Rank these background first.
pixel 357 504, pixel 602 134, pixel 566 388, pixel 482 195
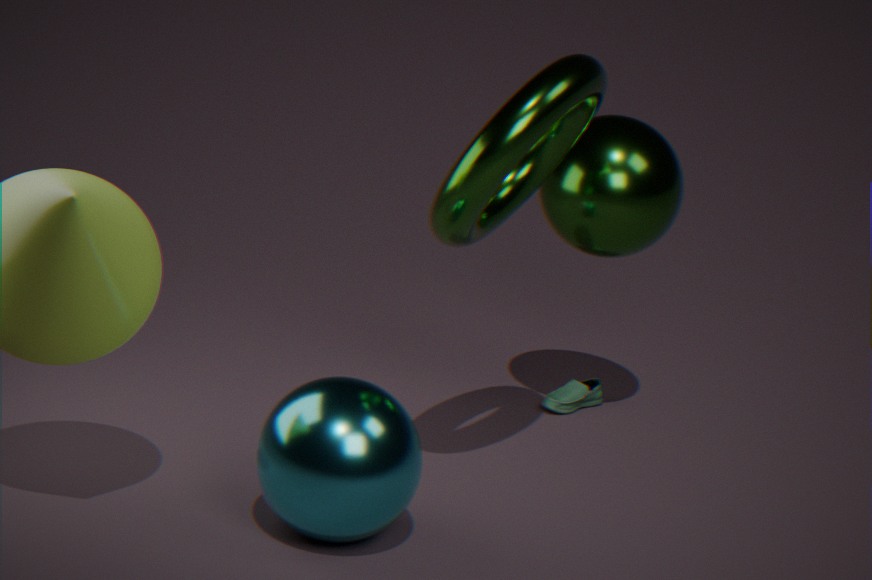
pixel 566 388 → pixel 602 134 → pixel 482 195 → pixel 357 504
